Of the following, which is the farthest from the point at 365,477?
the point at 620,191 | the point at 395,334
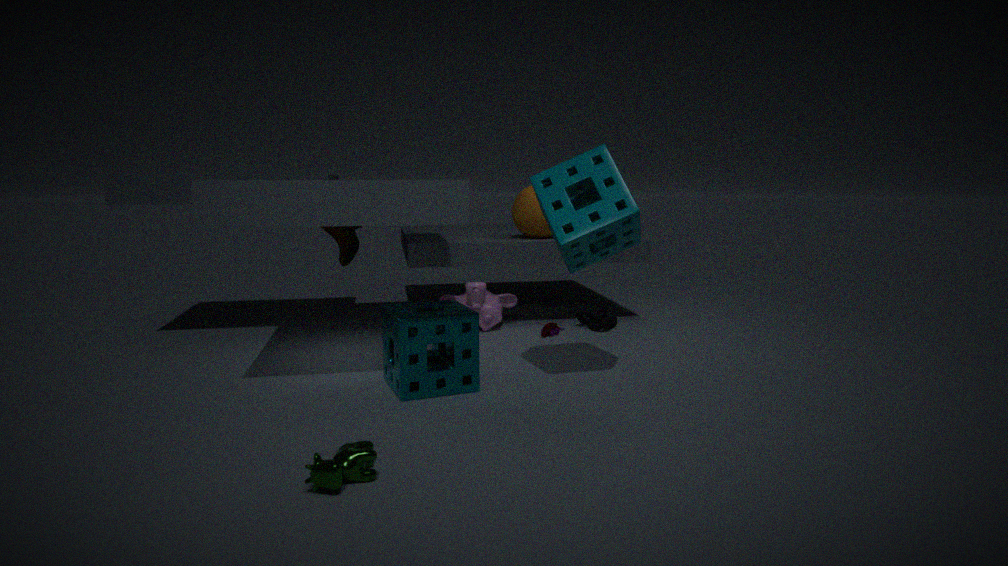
the point at 620,191
